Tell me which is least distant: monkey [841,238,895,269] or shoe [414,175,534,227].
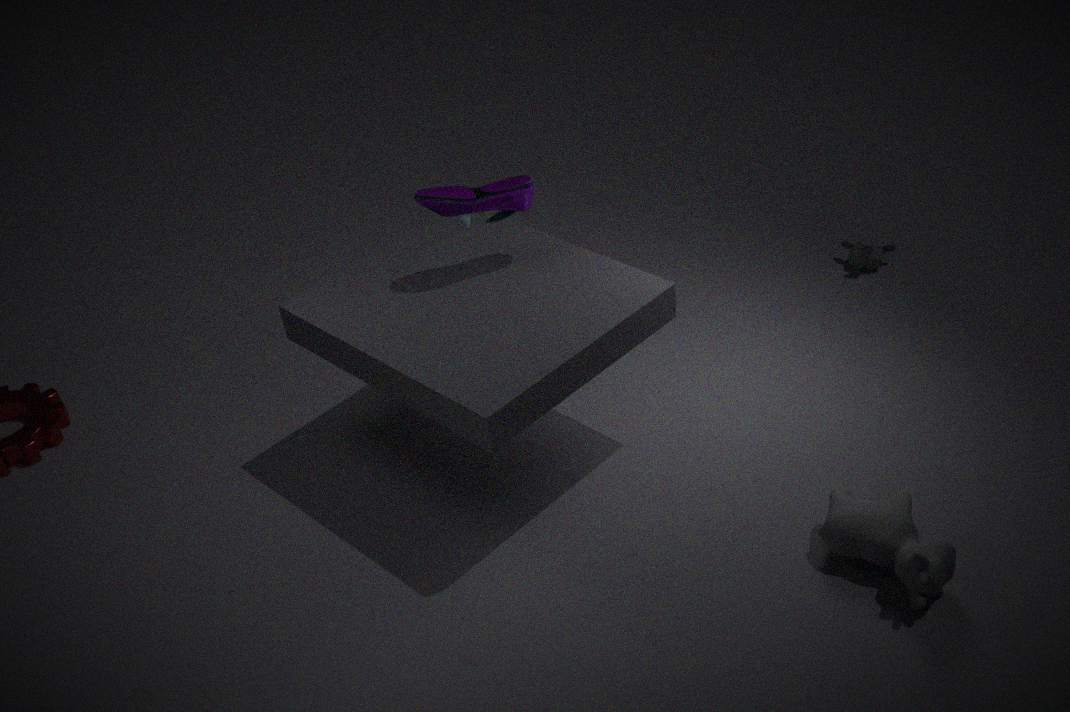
shoe [414,175,534,227]
